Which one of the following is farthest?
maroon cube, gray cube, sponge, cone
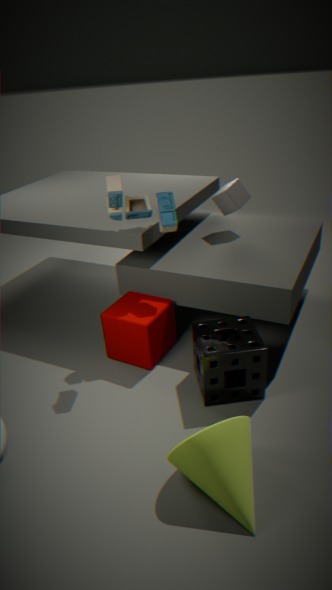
gray cube
